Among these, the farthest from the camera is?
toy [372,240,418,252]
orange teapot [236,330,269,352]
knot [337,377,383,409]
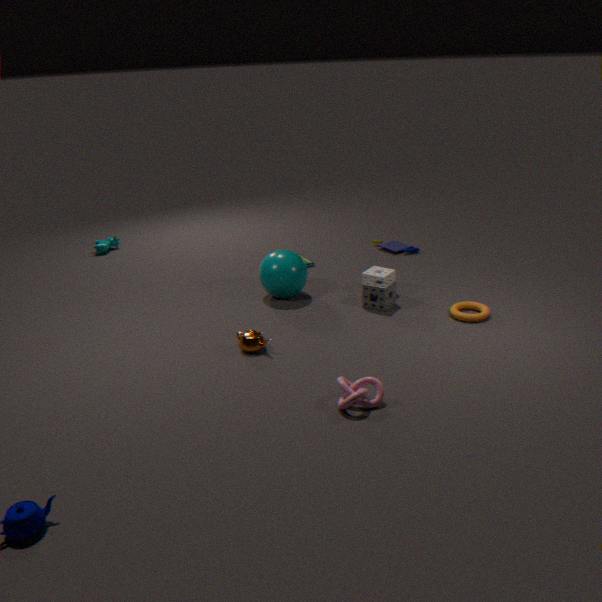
toy [372,240,418,252]
